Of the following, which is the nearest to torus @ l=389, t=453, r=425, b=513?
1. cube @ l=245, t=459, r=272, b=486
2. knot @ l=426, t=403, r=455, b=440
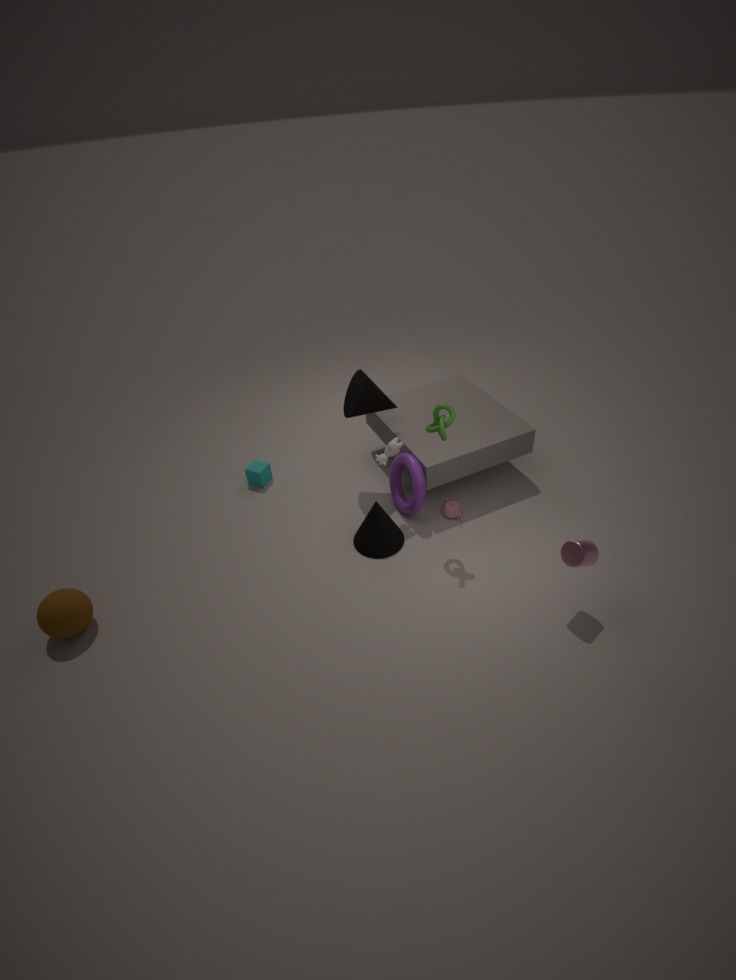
knot @ l=426, t=403, r=455, b=440
